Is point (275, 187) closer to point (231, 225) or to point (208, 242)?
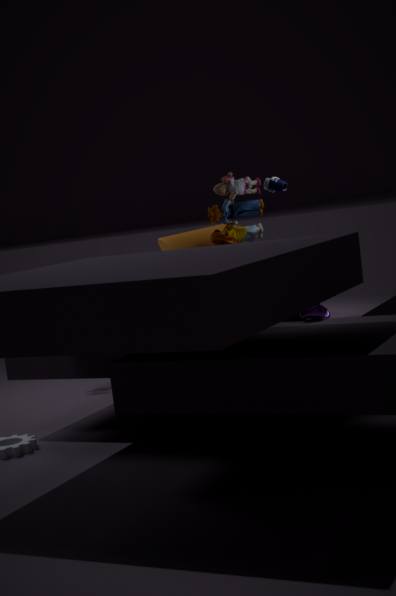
point (231, 225)
